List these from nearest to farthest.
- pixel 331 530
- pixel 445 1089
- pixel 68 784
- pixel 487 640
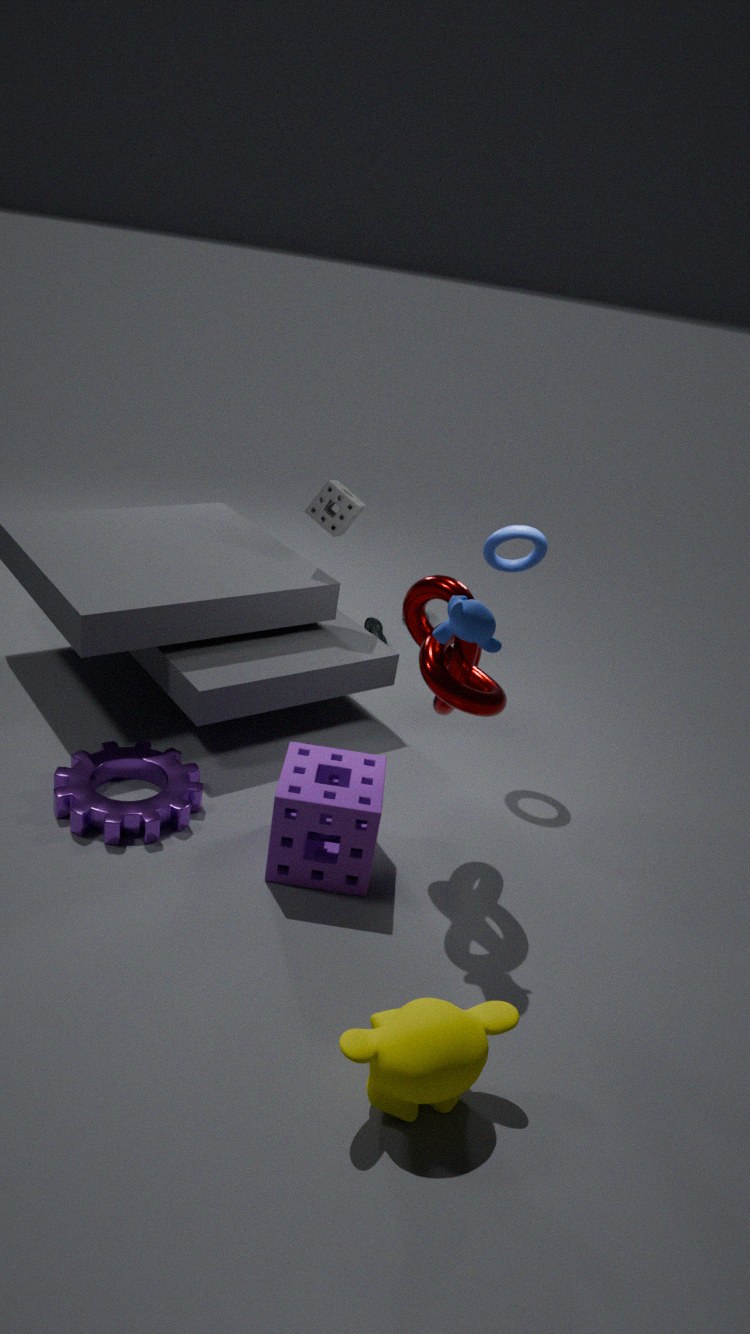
pixel 445 1089 < pixel 487 640 < pixel 68 784 < pixel 331 530
